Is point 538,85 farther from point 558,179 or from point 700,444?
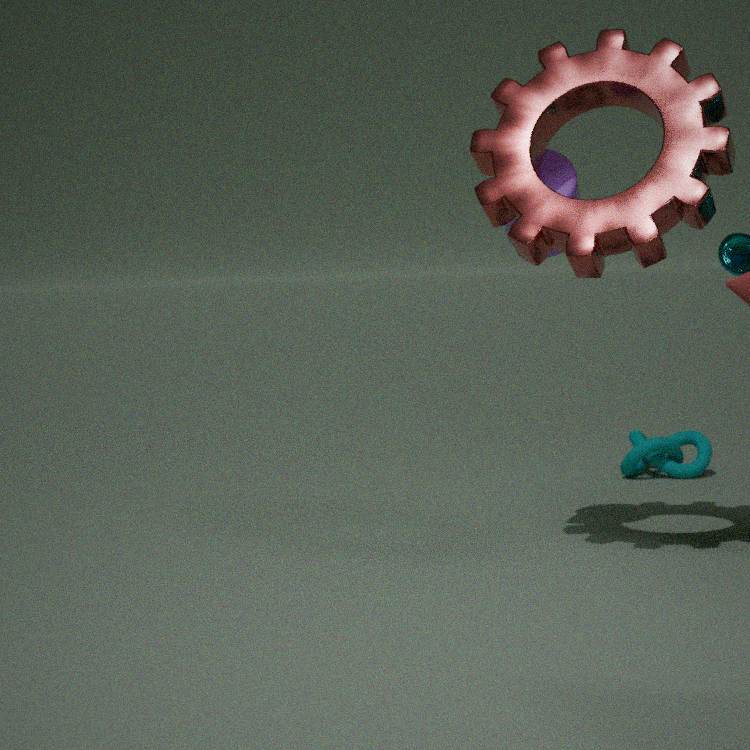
point 700,444
